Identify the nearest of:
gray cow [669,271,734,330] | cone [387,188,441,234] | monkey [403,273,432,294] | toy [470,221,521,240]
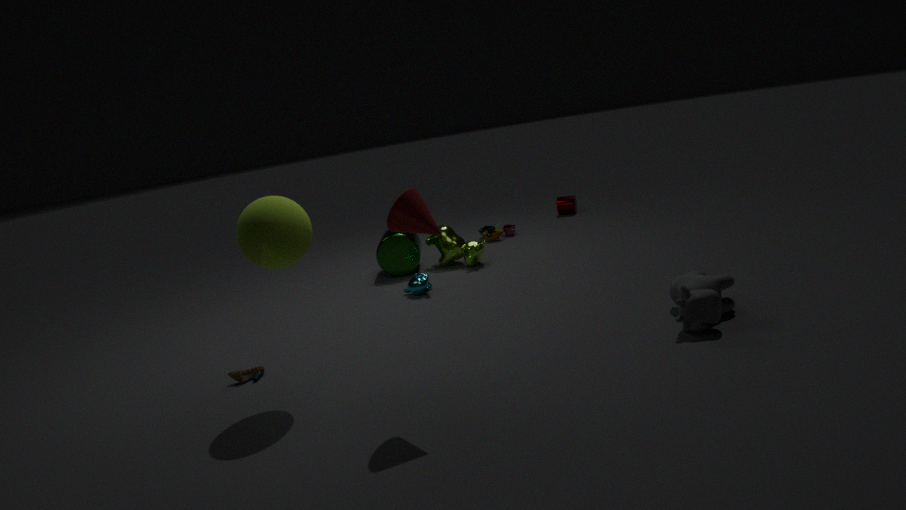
cone [387,188,441,234]
